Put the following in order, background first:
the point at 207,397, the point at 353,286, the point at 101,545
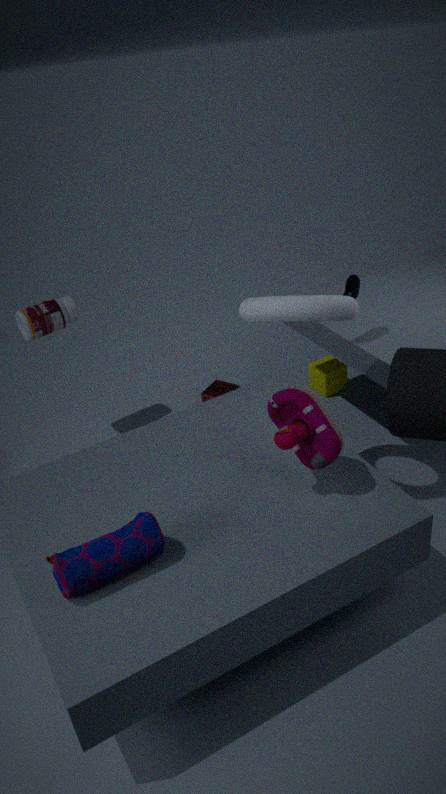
the point at 207,397 → the point at 353,286 → the point at 101,545
